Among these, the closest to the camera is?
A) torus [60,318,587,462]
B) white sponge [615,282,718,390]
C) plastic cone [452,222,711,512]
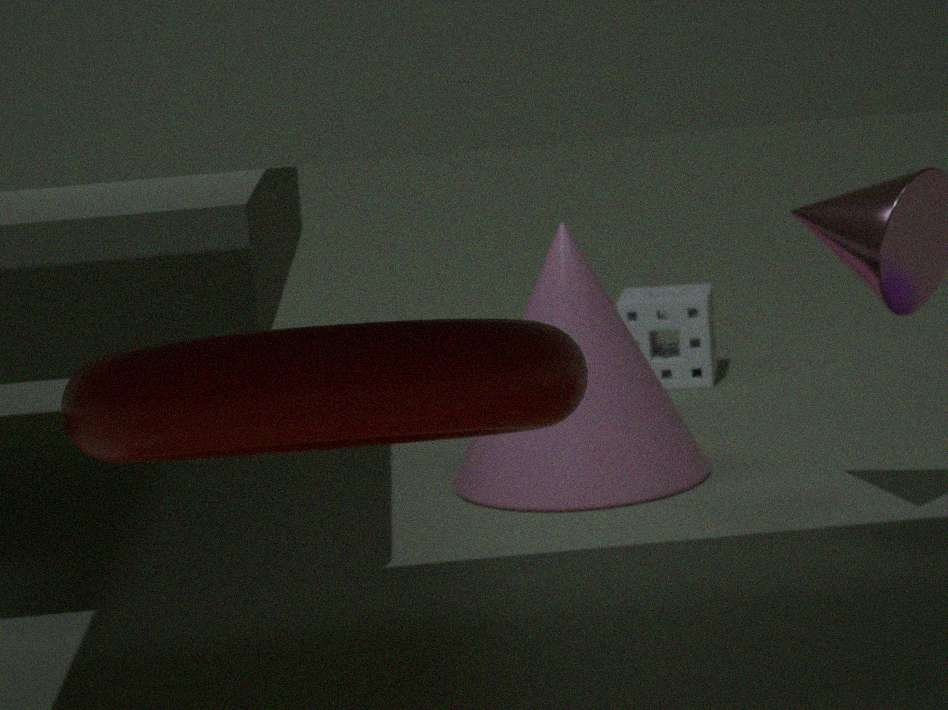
torus [60,318,587,462]
